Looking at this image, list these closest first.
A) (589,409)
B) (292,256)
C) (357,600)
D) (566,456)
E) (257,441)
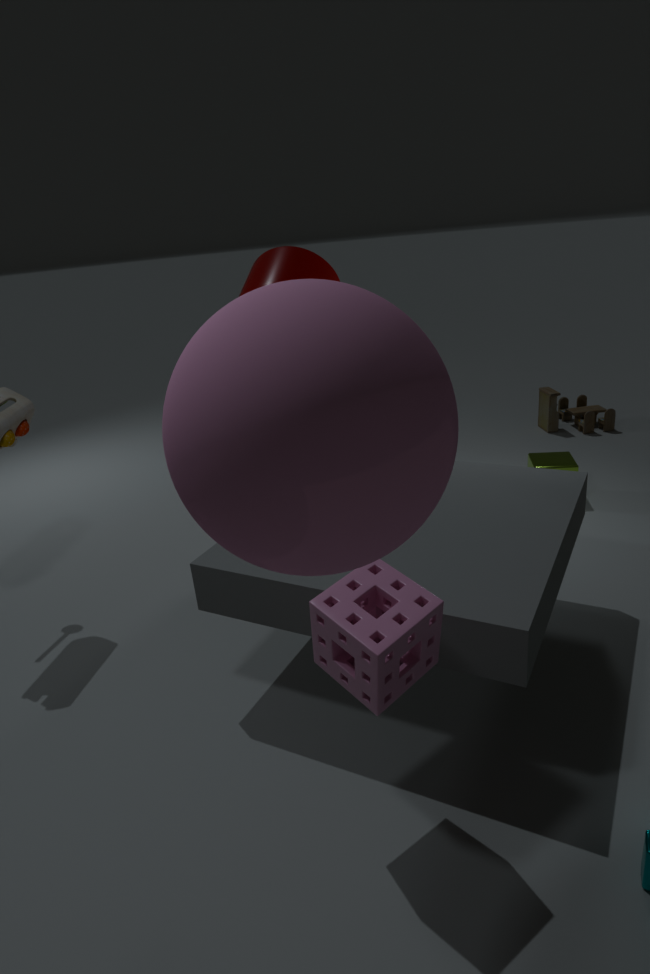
E. (257,441)
C. (357,600)
B. (292,256)
D. (566,456)
A. (589,409)
